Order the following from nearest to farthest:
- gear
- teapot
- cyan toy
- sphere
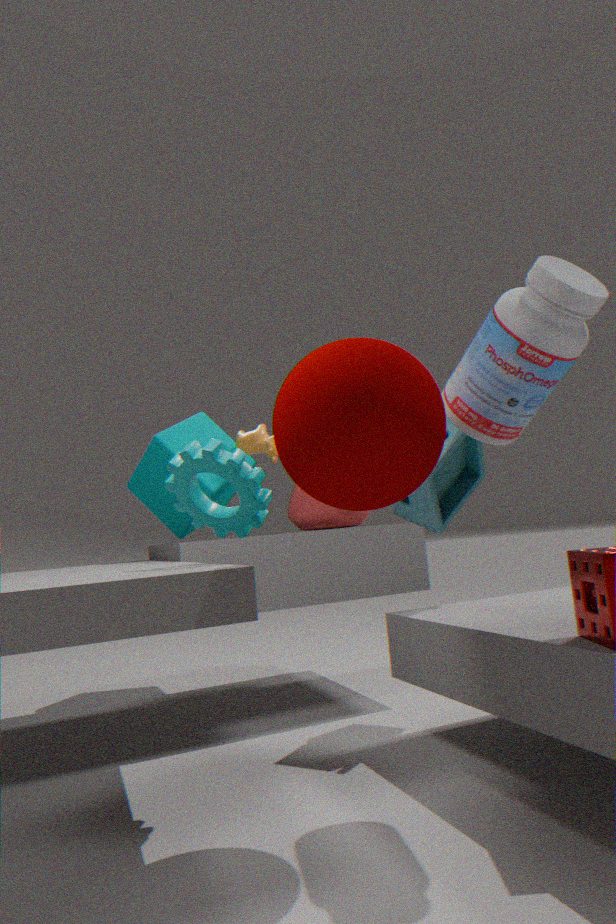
sphere → gear → cyan toy → teapot
